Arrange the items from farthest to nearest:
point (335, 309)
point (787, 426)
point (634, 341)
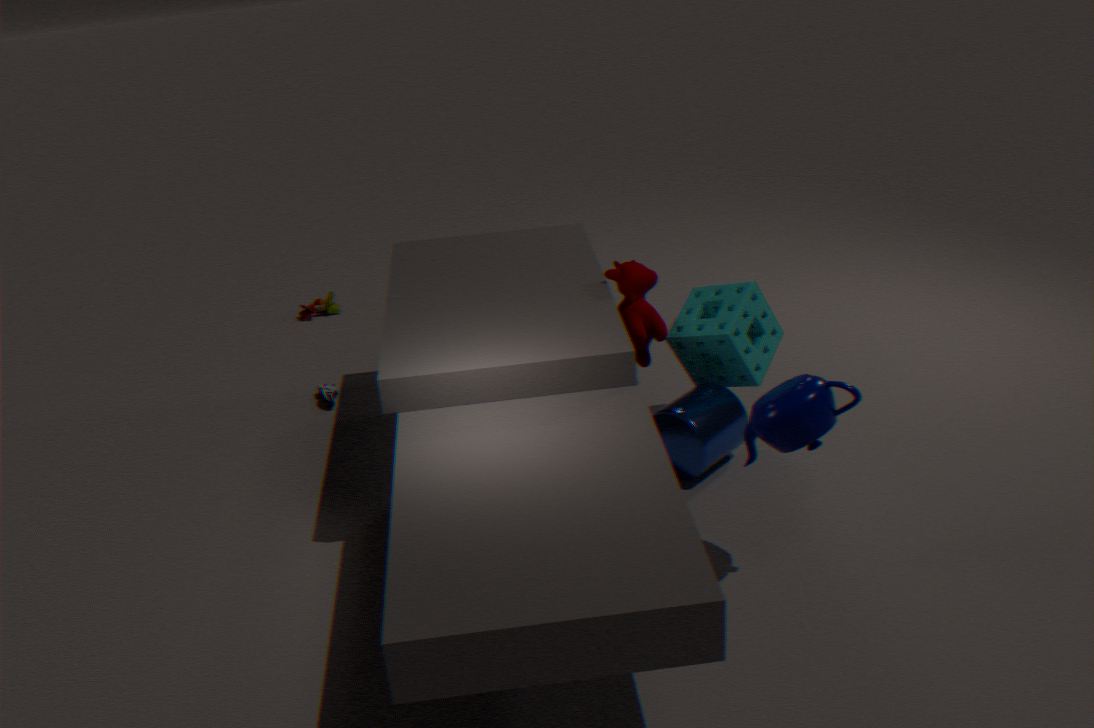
point (335, 309) < point (634, 341) < point (787, 426)
